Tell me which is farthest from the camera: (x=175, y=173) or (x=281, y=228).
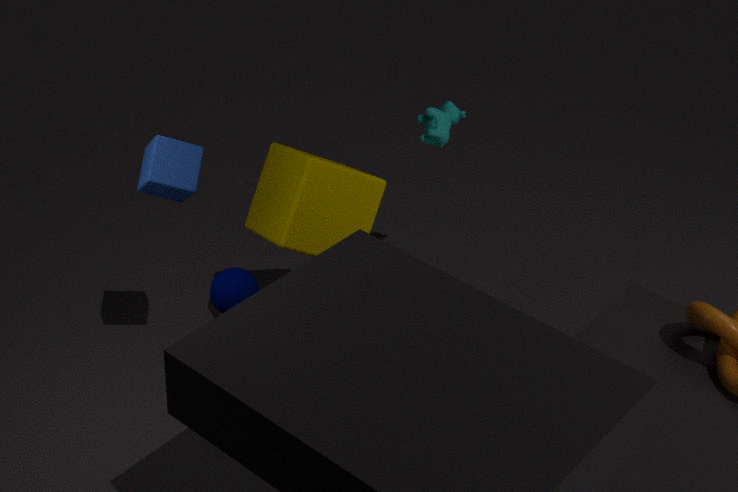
(x=281, y=228)
